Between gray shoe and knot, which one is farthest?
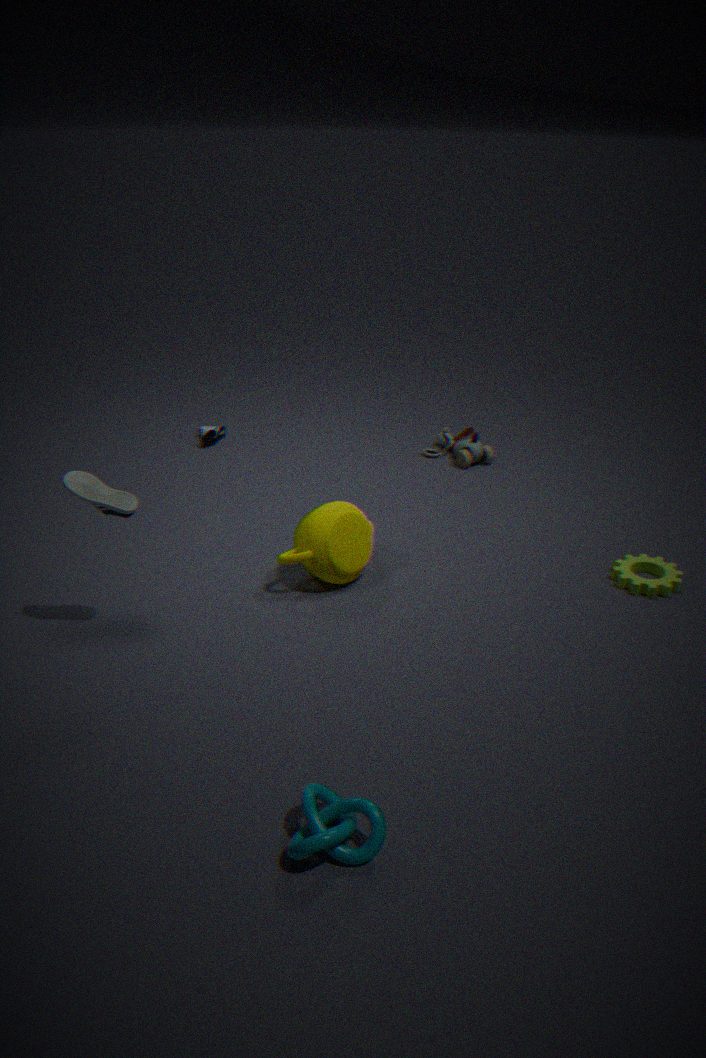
gray shoe
